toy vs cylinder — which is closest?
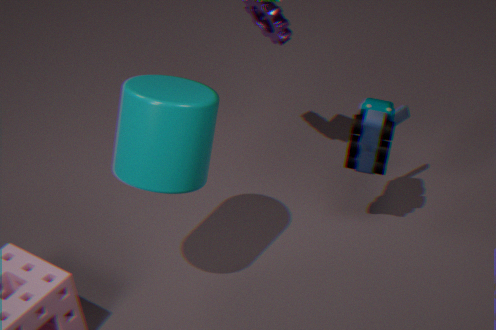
cylinder
